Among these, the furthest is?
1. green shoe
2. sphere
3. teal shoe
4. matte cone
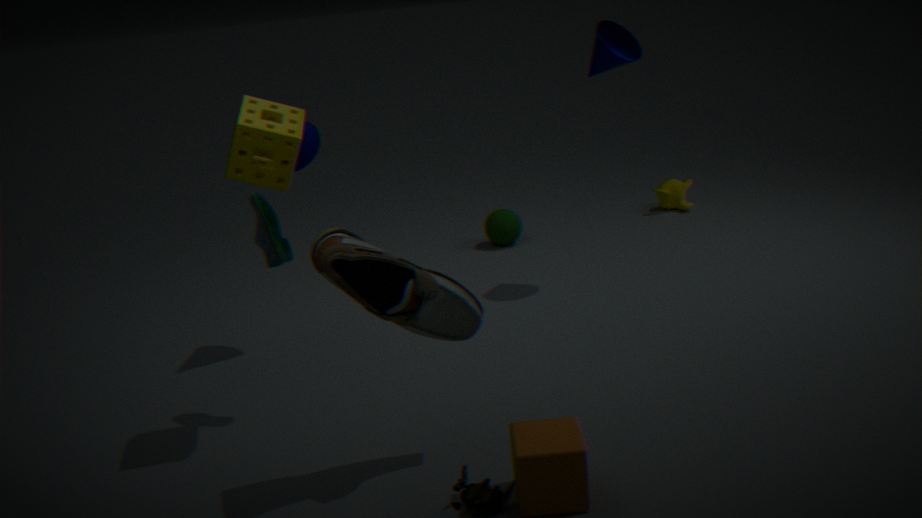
sphere
